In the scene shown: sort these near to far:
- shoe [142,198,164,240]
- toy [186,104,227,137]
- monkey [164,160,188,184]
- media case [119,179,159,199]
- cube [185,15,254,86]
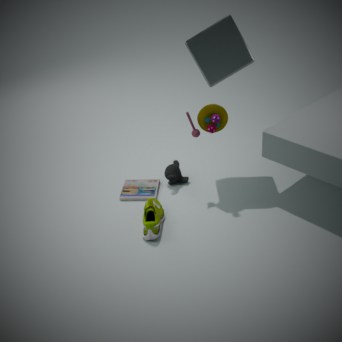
shoe [142,198,164,240], cube [185,15,254,86], toy [186,104,227,137], media case [119,179,159,199], monkey [164,160,188,184]
